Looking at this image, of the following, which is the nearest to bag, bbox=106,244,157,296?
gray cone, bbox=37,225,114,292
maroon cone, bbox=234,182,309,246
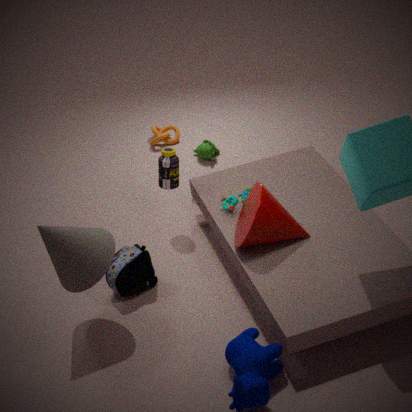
gray cone, bbox=37,225,114,292
